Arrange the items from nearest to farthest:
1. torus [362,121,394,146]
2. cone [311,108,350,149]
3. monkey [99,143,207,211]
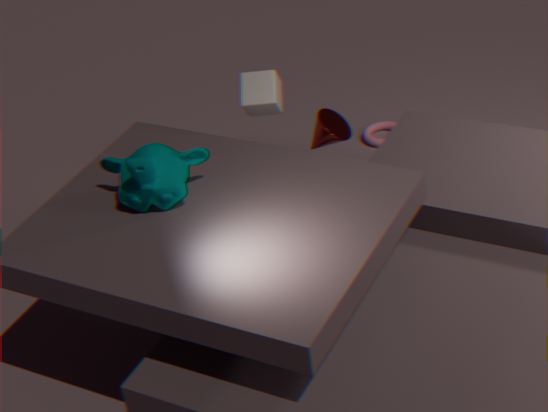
monkey [99,143,207,211], cone [311,108,350,149], torus [362,121,394,146]
